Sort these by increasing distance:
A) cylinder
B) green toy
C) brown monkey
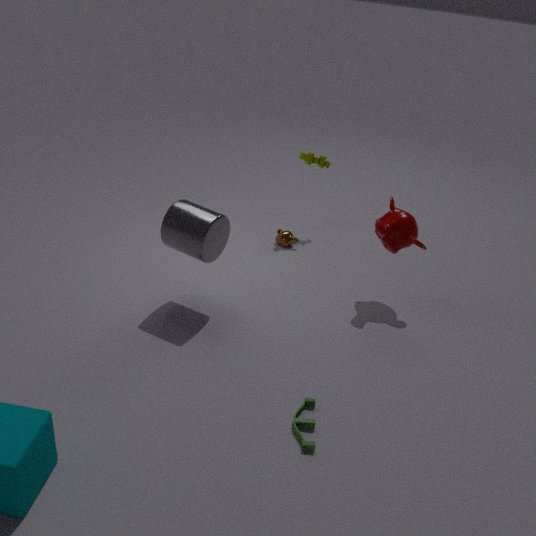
green toy < cylinder < brown monkey
